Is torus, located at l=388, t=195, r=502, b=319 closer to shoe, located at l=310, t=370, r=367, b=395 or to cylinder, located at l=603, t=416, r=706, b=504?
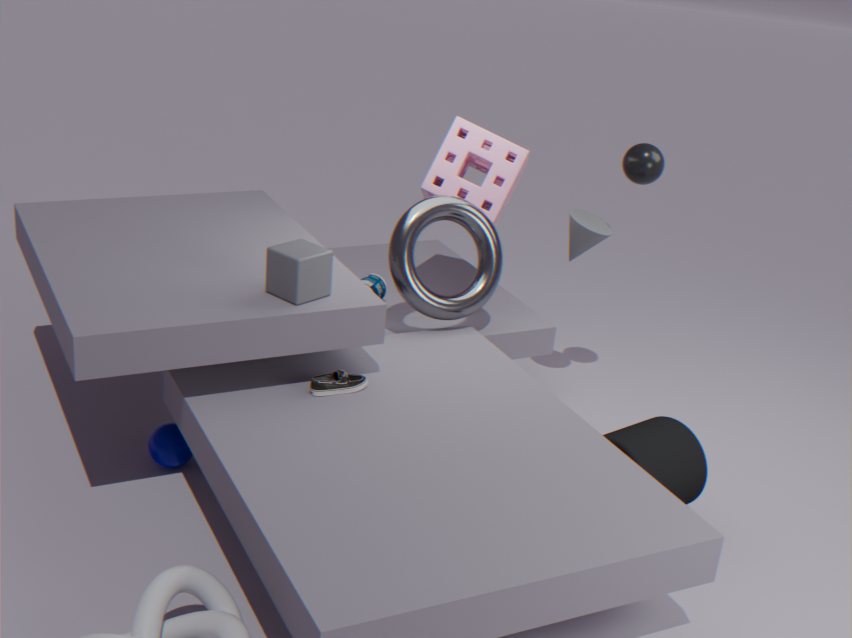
shoe, located at l=310, t=370, r=367, b=395
